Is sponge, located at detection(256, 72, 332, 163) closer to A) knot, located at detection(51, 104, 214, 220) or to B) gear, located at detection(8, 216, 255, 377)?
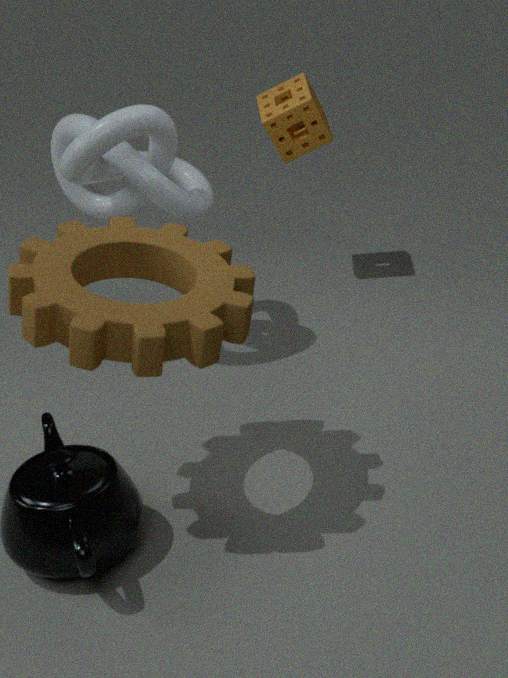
A) knot, located at detection(51, 104, 214, 220)
